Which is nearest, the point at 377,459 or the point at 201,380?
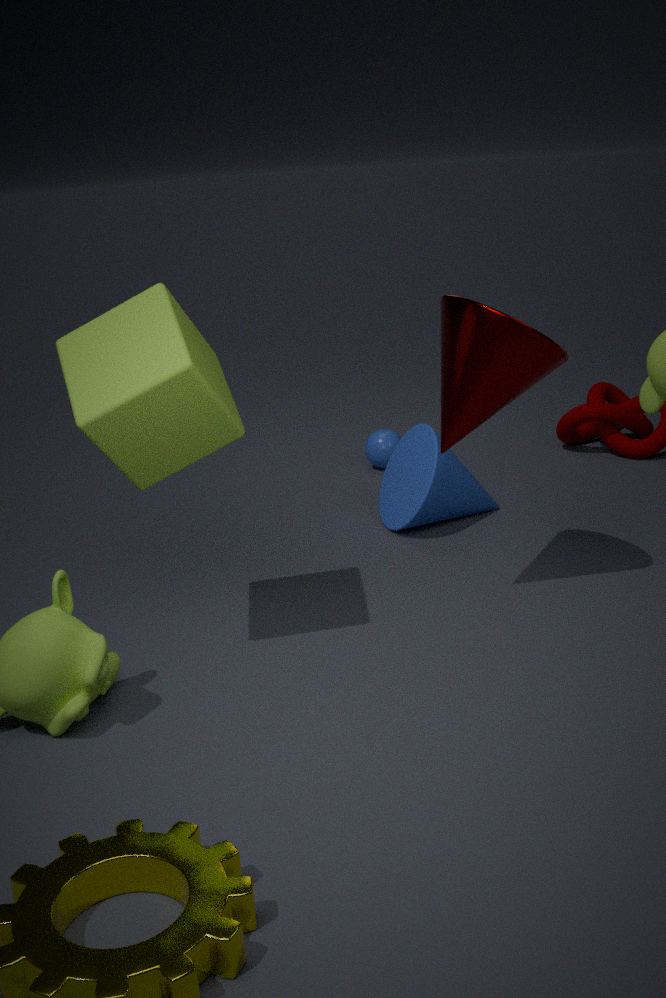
the point at 201,380
